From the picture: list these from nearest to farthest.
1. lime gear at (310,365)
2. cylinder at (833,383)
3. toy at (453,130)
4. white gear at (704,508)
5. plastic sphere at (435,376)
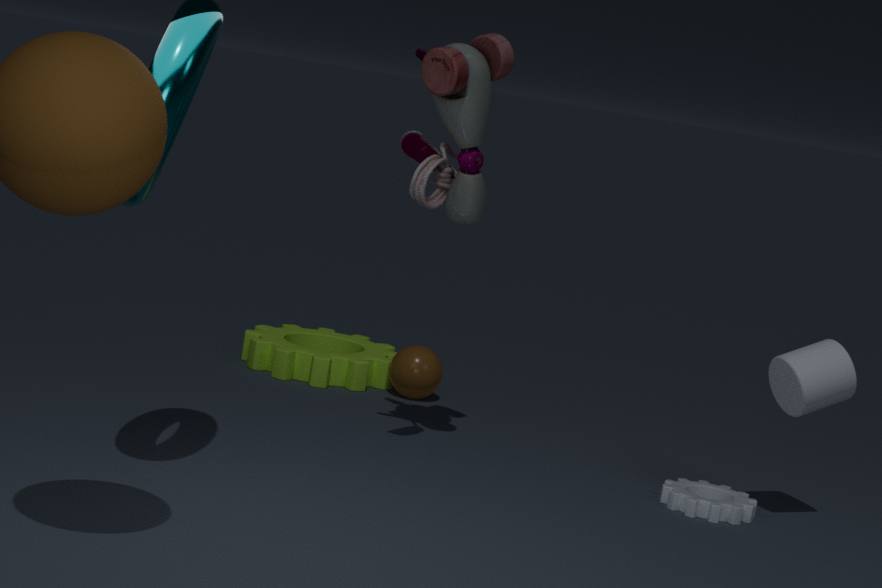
toy at (453,130) < cylinder at (833,383) < white gear at (704,508) < plastic sphere at (435,376) < lime gear at (310,365)
